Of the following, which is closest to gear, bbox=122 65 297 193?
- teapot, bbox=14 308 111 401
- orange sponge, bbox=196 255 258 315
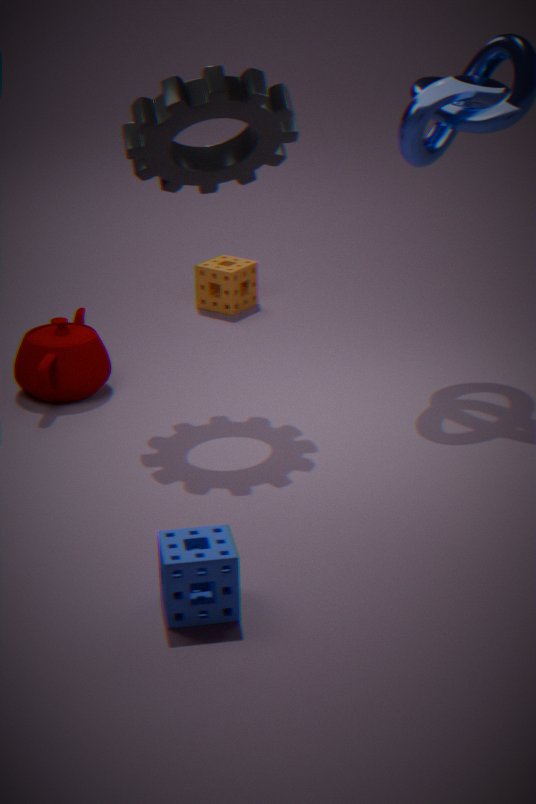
teapot, bbox=14 308 111 401
